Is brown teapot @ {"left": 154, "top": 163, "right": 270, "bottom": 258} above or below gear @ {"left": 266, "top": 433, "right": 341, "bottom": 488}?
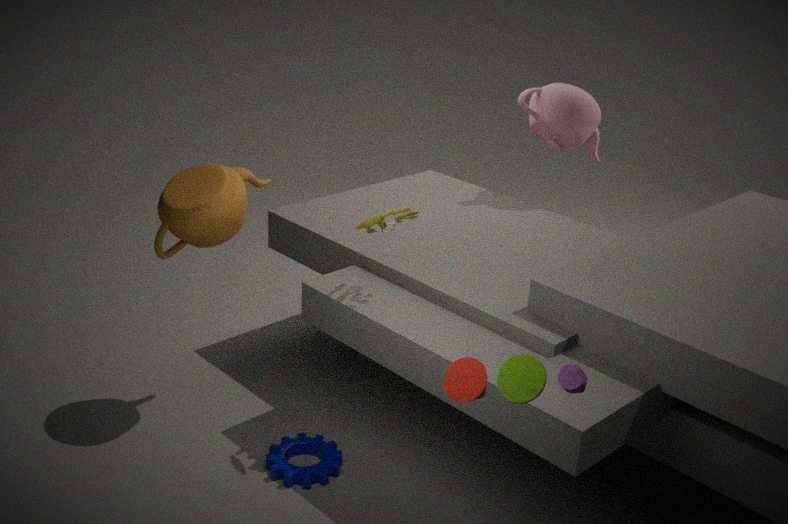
above
